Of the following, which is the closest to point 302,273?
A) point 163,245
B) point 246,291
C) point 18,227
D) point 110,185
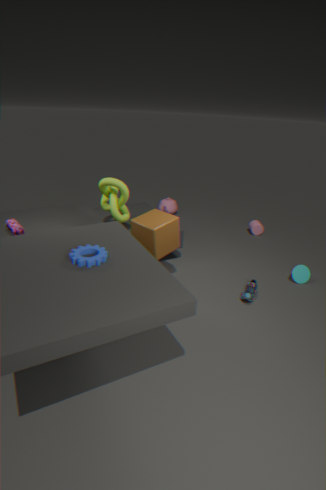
point 246,291
